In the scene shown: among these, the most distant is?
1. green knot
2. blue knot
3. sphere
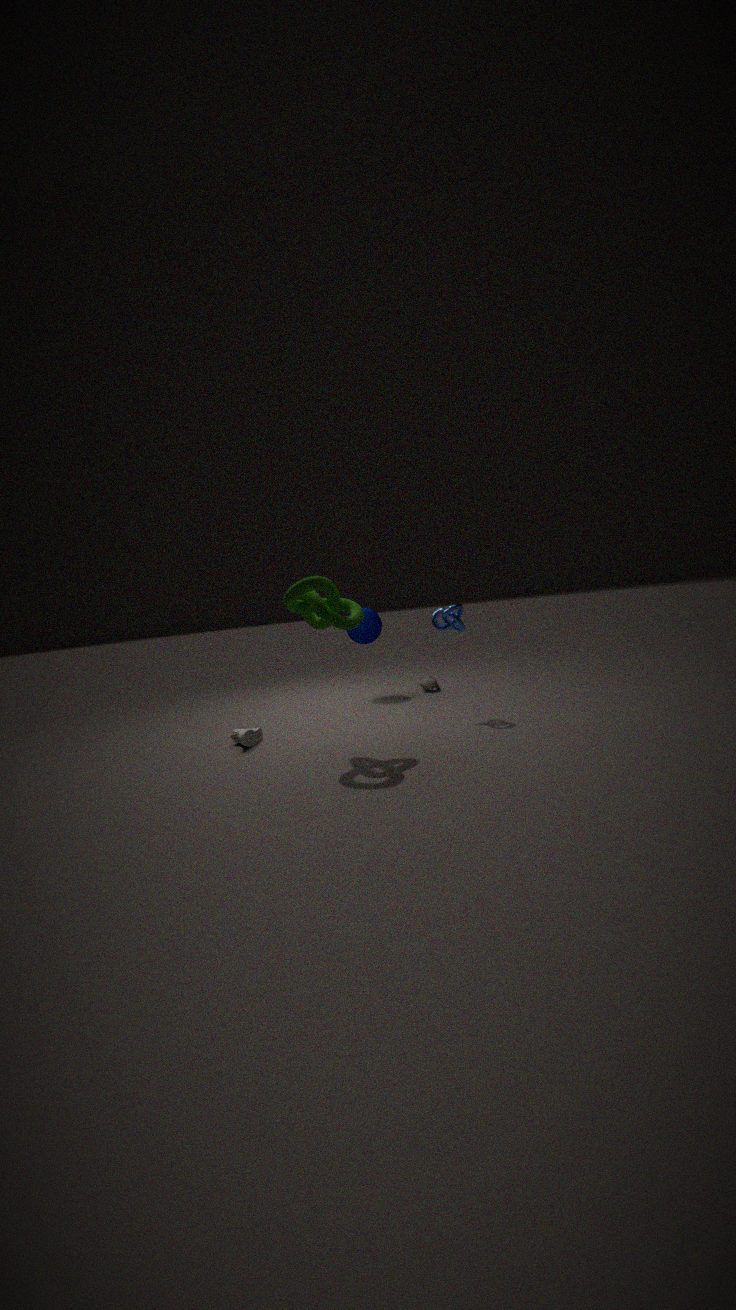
sphere
